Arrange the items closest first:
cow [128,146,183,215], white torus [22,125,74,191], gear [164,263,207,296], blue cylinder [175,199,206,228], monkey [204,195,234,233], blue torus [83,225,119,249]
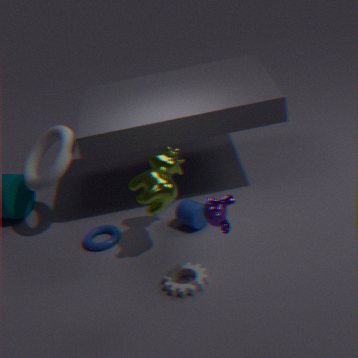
monkey [204,195,234,233] → gear [164,263,207,296] → cow [128,146,183,215] → blue cylinder [175,199,206,228] → white torus [22,125,74,191] → blue torus [83,225,119,249]
